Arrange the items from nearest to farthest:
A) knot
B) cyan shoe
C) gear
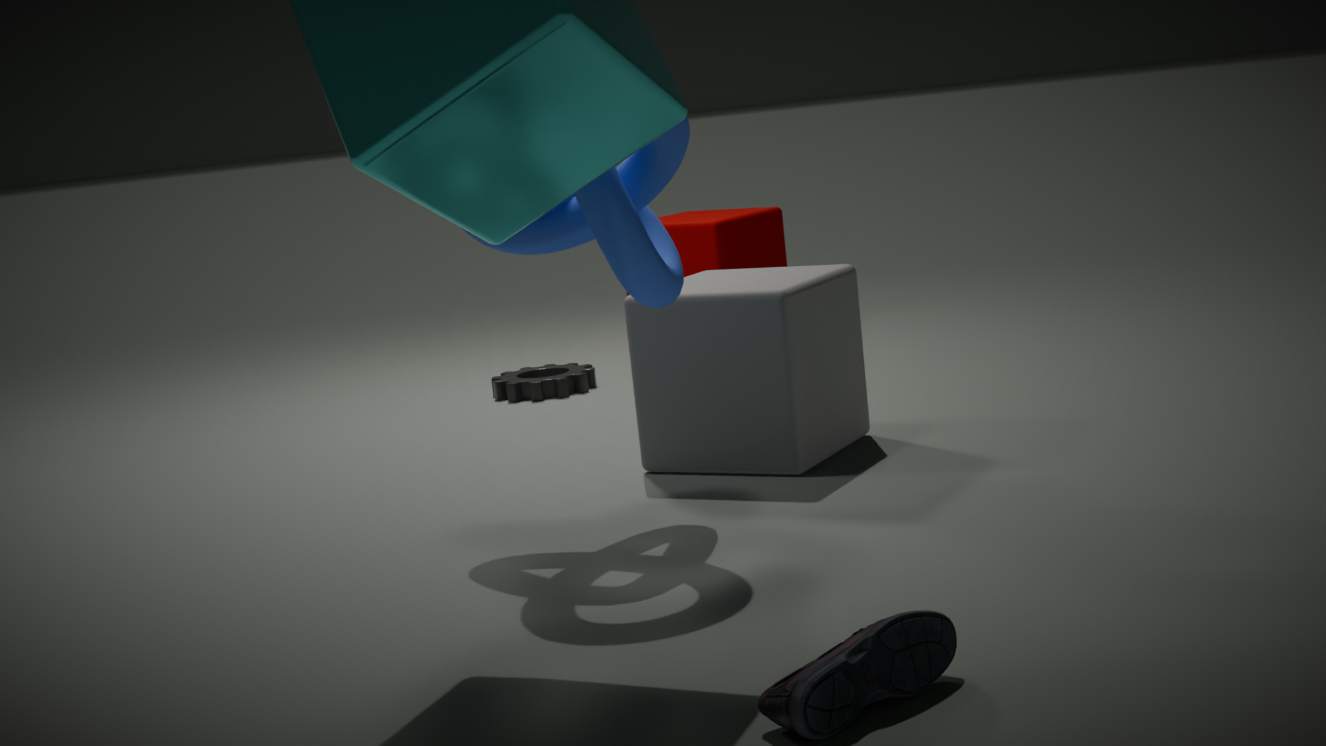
1. cyan shoe
2. knot
3. gear
